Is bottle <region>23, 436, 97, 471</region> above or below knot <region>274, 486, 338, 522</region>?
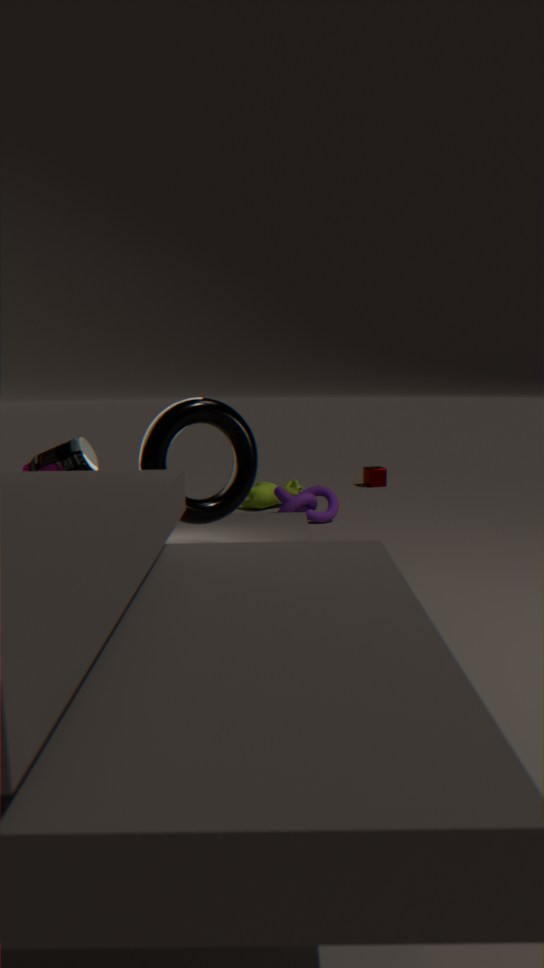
above
